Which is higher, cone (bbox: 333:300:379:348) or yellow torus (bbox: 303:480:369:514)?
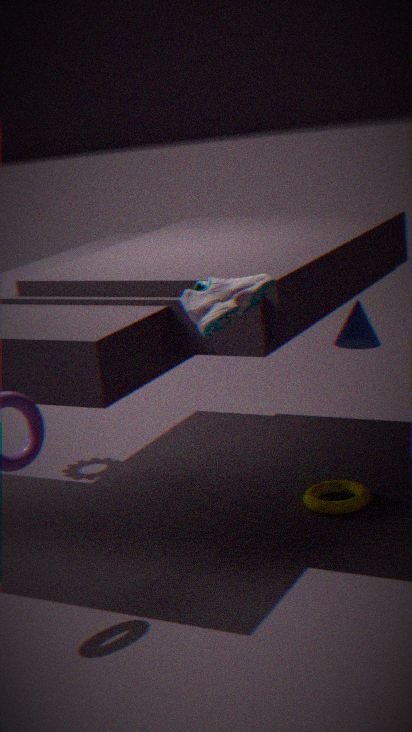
cone (bbox: 333:300:379:348)
